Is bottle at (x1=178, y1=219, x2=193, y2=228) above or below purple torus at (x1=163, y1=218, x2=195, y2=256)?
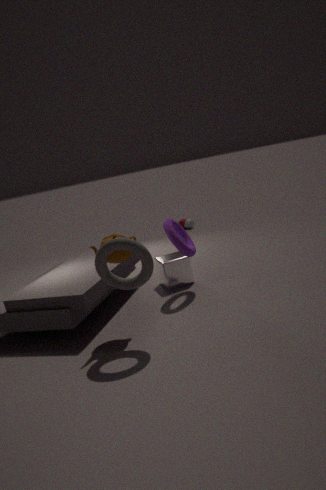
below
